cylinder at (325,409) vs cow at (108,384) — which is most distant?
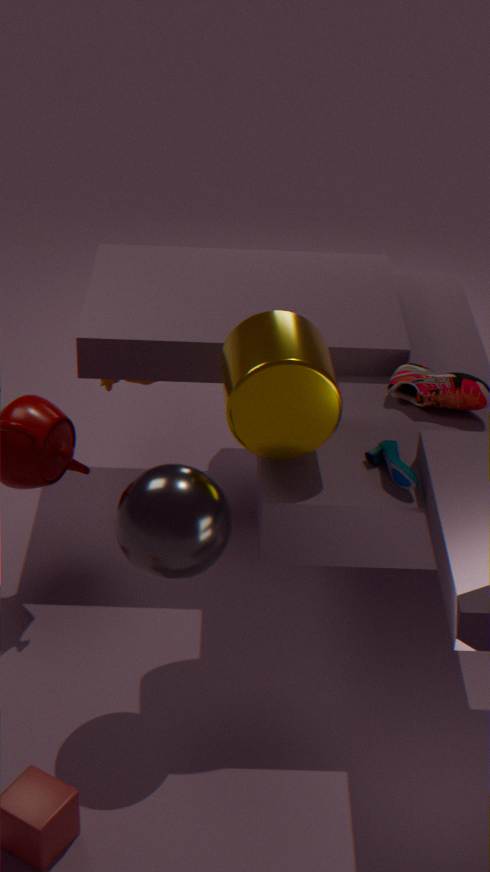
cow at (108,384)
